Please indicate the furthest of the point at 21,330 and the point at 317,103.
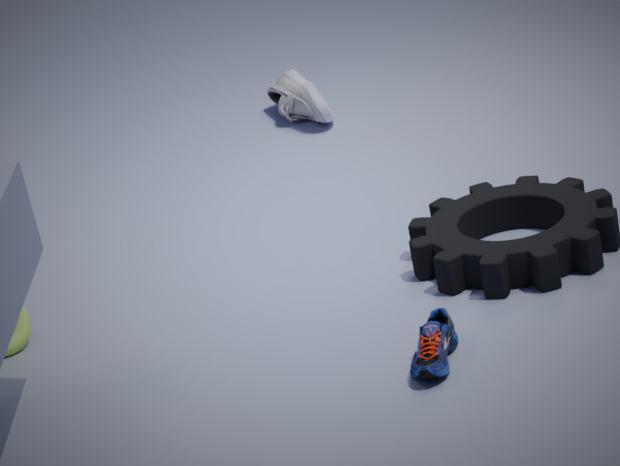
the point at 317,103
